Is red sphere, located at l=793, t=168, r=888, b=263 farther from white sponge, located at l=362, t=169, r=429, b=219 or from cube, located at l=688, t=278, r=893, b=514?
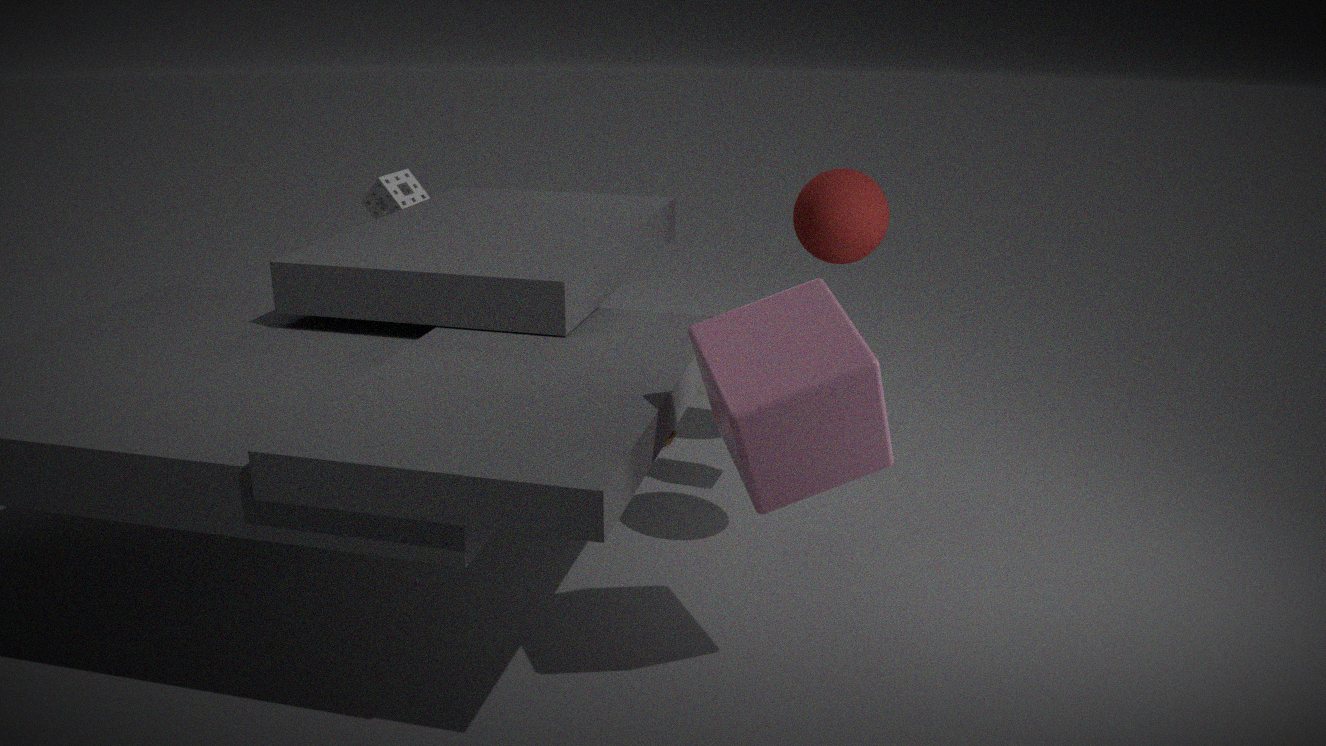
white sponge, located at l=362, t=169, r=429, b=219
